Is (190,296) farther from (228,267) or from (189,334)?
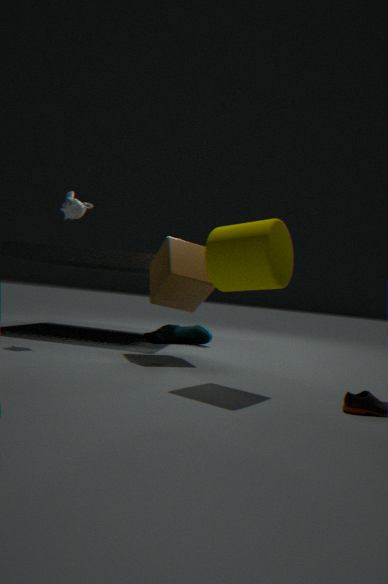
(189,334)
